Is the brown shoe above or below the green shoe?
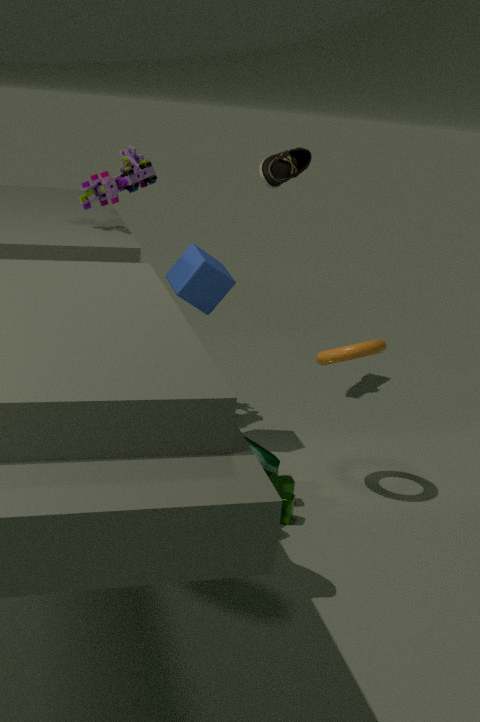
above
